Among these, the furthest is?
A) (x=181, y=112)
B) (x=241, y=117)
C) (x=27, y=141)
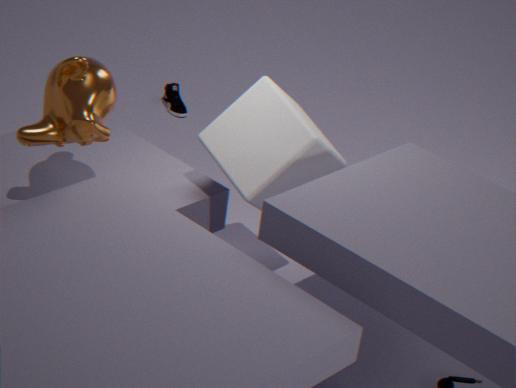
(x=181, y=112)
